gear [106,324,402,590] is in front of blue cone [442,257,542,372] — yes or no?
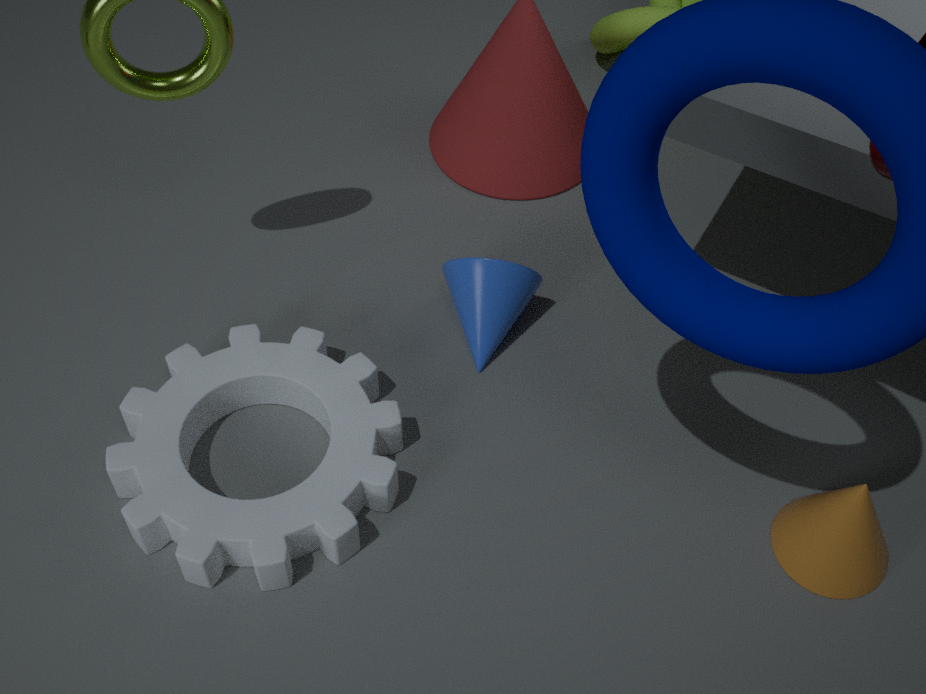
Yes
